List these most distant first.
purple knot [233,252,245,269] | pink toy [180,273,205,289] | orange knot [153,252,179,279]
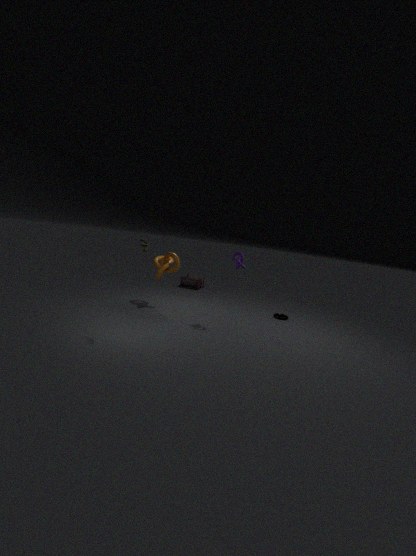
pink toy [180,273,205,289] → orange knot [153,252,179,279] → purple knot [233,252,245,269]
